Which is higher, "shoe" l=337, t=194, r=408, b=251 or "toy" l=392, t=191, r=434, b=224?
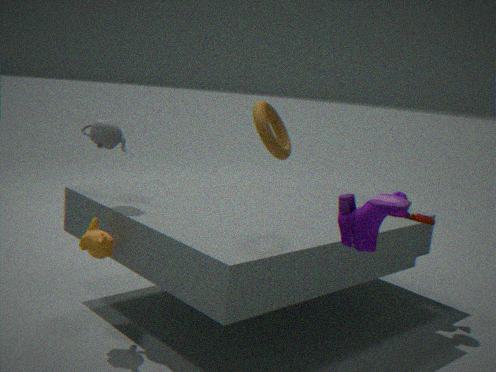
"shoe" l=337, t=194, r=408, b=251
